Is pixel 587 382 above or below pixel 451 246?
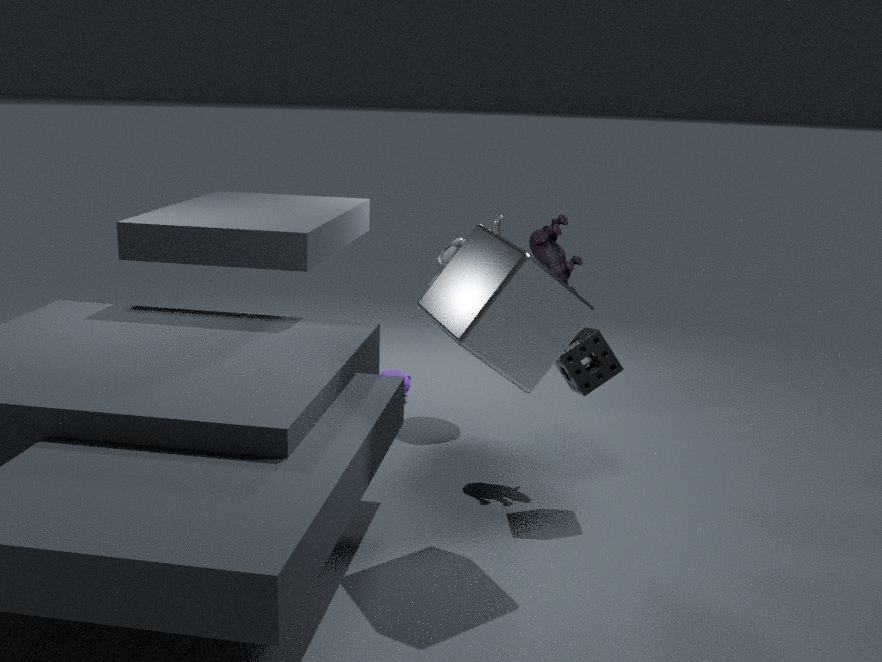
below
